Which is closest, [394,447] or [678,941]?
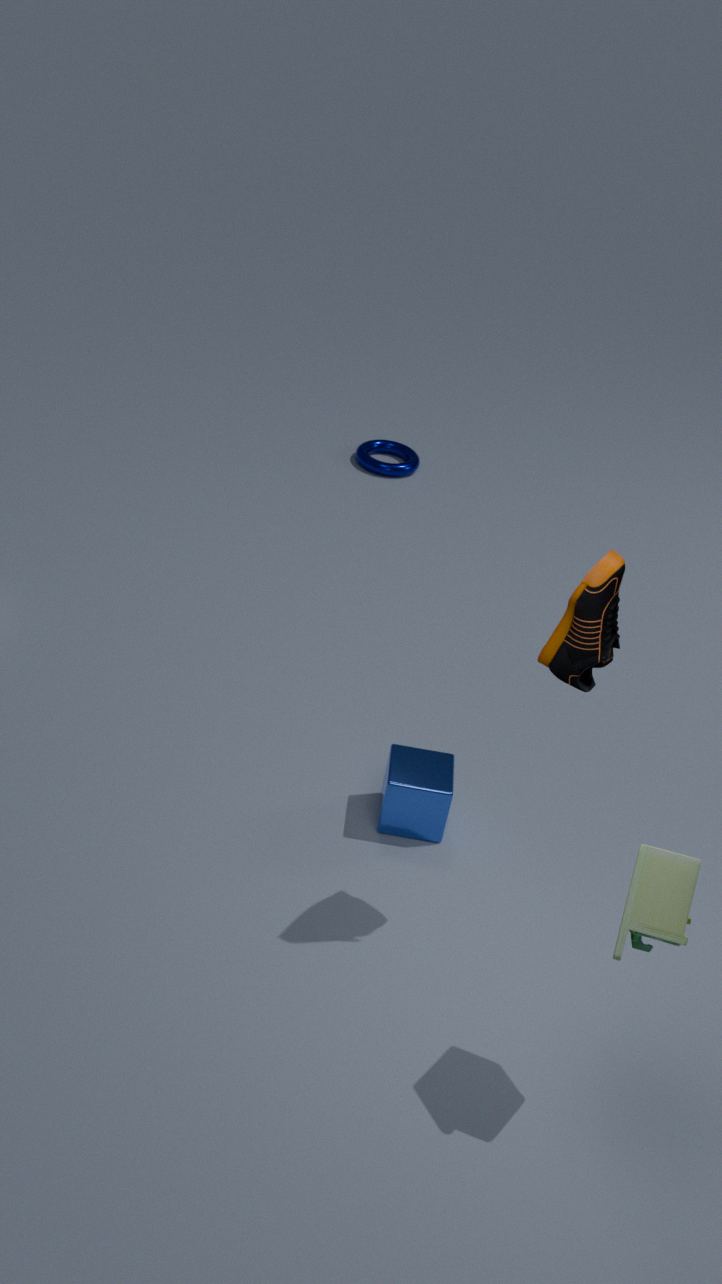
[678,941]
